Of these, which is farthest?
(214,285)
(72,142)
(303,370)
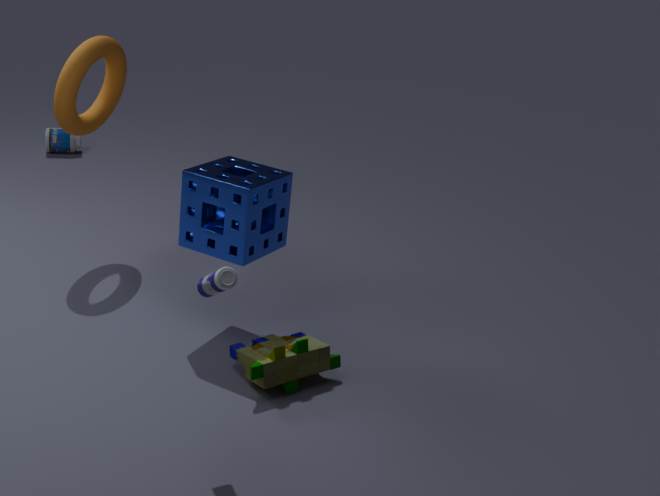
(72,142)
